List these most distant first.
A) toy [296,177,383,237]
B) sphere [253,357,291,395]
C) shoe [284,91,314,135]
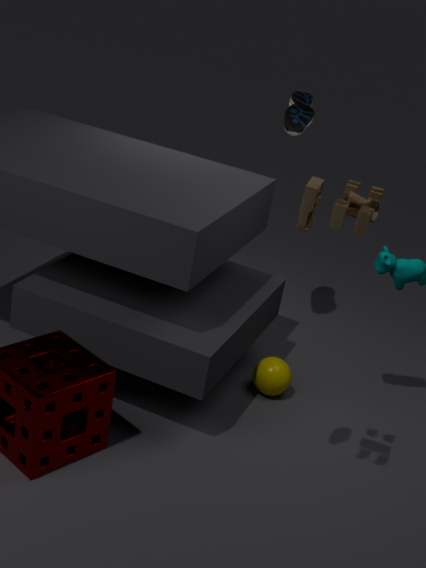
shoe [284,91,314,135] → sphere [253,357,291,395] → toy [296,177,383,237]
